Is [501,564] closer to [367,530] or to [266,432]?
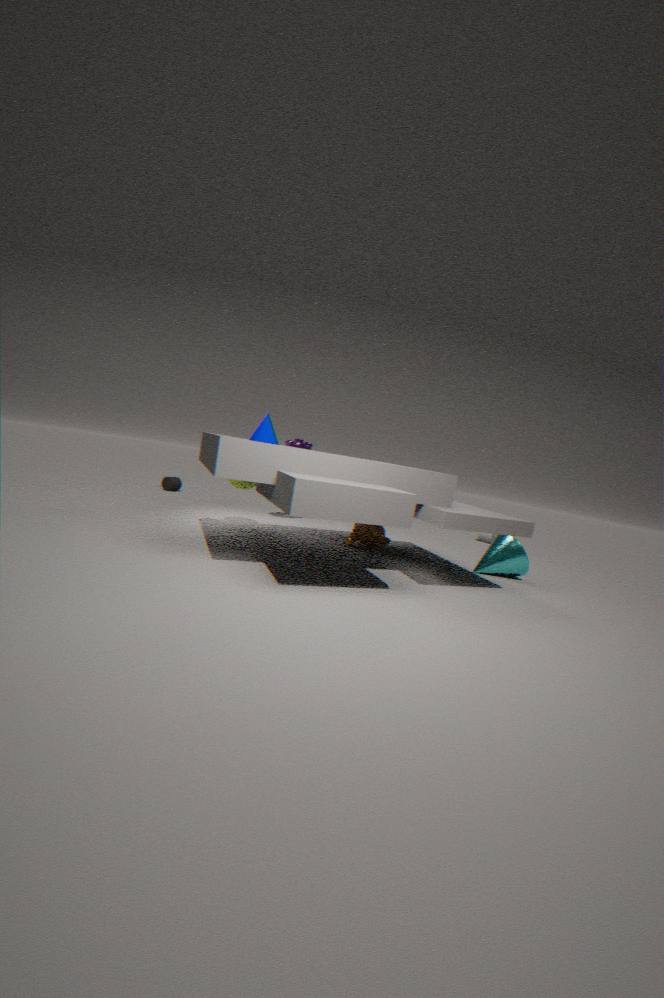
[367,530]
